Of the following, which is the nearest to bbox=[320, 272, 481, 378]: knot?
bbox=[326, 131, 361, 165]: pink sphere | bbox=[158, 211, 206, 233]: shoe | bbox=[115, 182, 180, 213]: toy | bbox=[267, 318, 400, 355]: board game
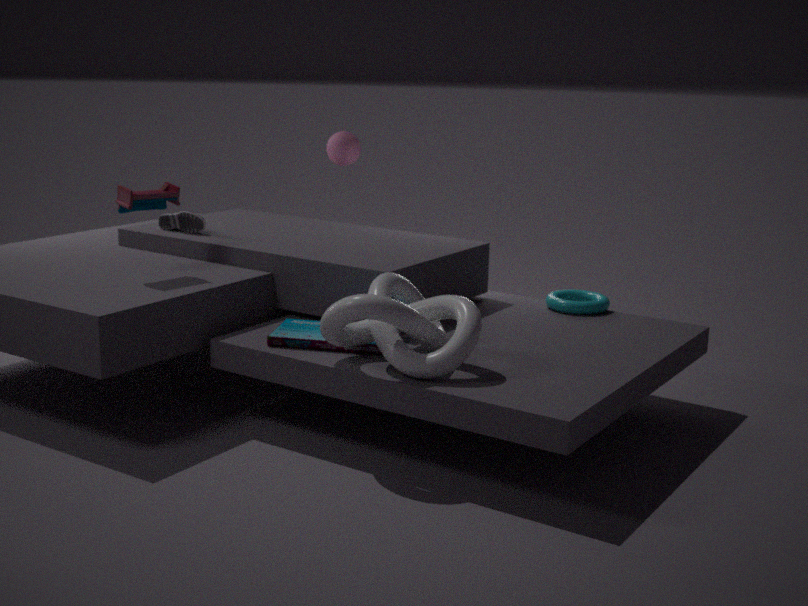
bbox=[267, 318, 400, 355]: board game
